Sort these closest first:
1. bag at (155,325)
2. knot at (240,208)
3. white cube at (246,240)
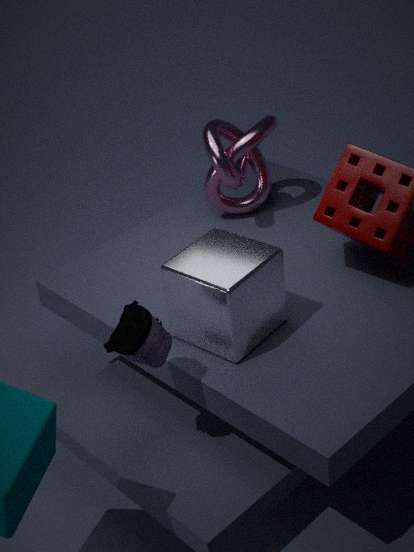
bag at (155,325), white cube at (246,240), knot at (240,208)
